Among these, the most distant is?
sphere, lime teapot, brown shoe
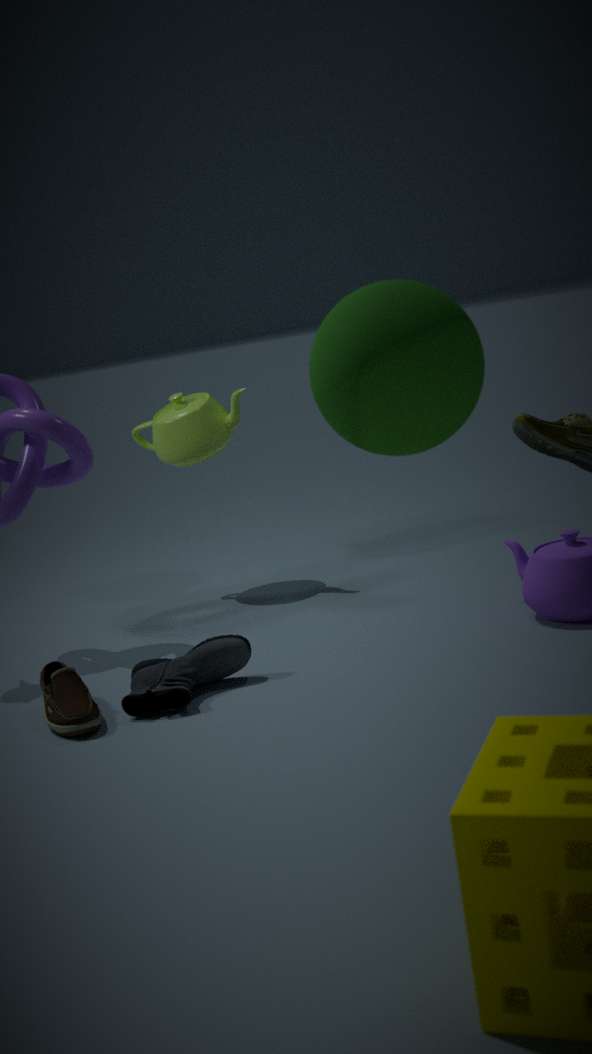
lime teapot
